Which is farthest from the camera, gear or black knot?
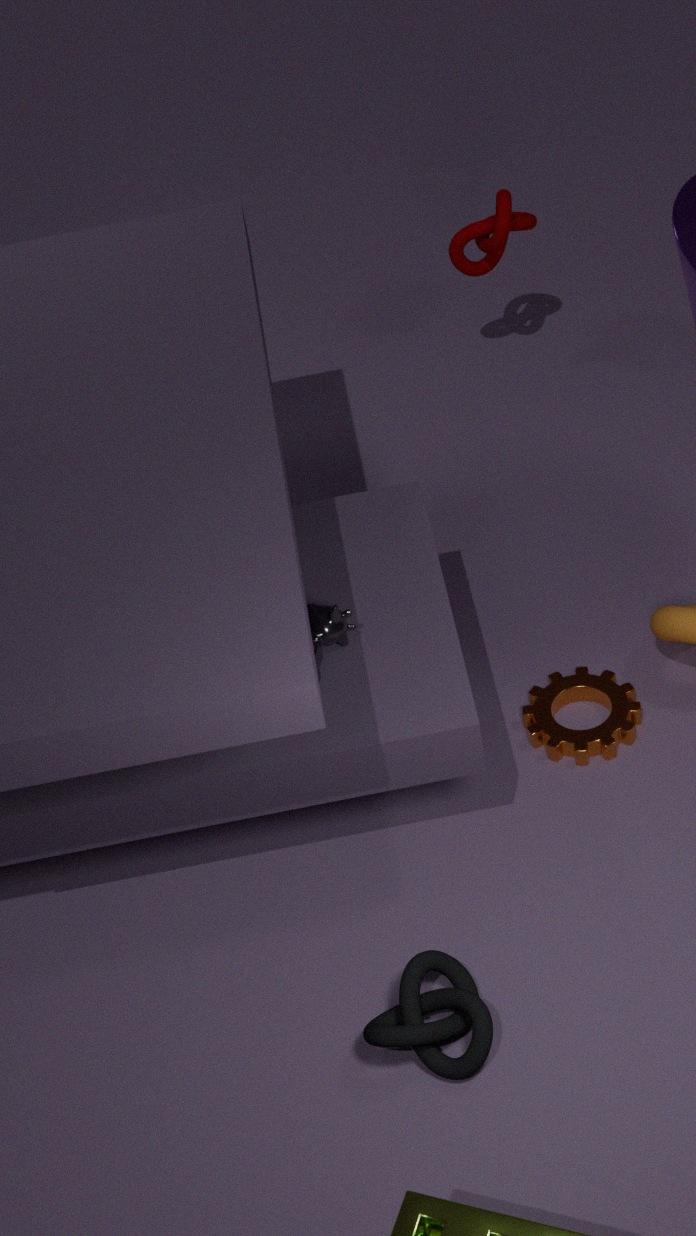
gear
